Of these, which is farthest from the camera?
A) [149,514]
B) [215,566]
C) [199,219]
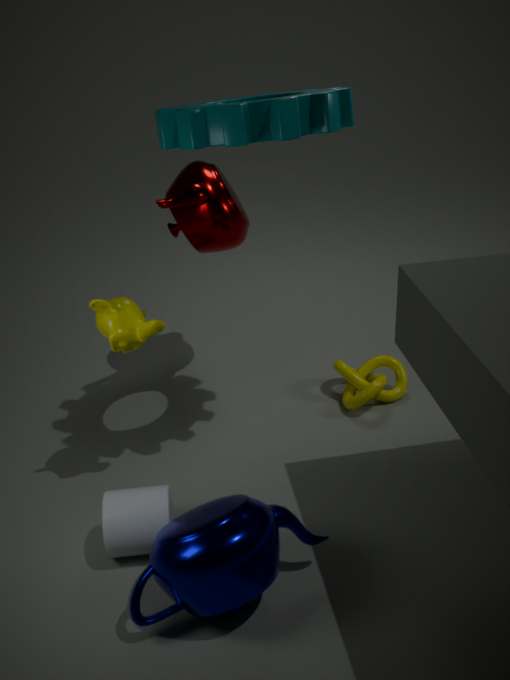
[199,219]
